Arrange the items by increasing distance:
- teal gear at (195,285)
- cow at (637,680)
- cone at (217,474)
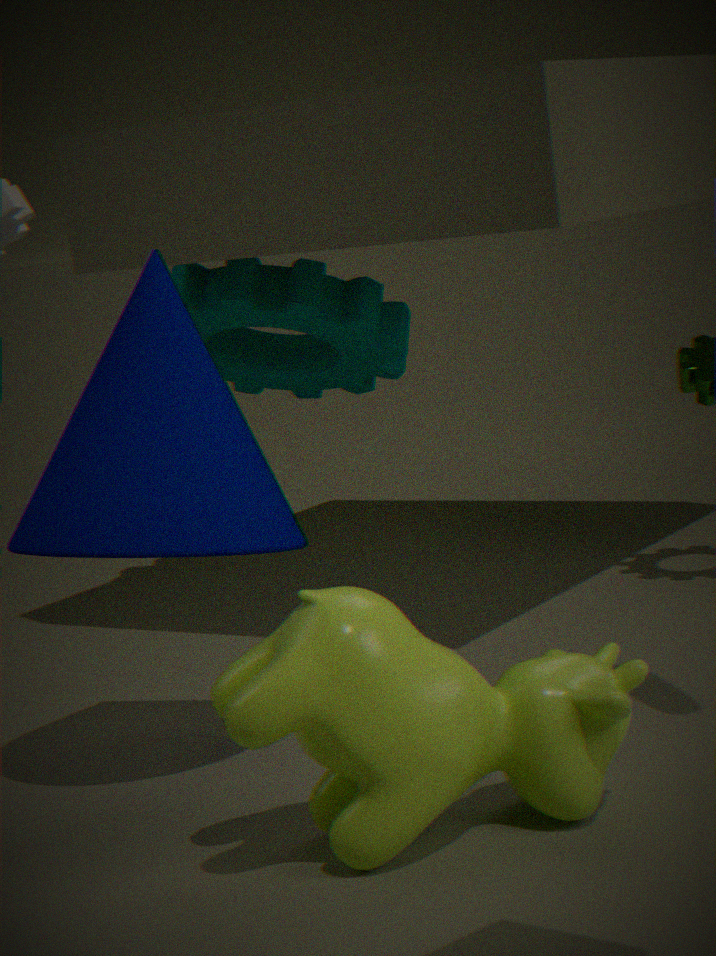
cow at (637,680)
cone at (217,474)
teal gear at (195,285)
